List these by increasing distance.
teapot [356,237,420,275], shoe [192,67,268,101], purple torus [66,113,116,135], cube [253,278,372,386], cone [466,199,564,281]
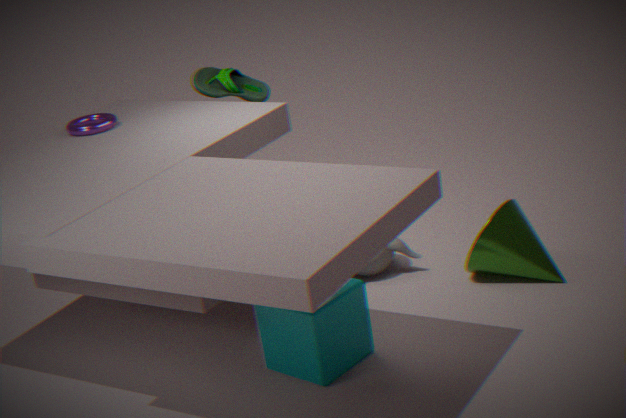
cube [253,278,372,386] → cone [466,199,564,281] → teapot [356,237,420,275] → purple torus [66,113,116,135] → shoe [192,67,268,101]
